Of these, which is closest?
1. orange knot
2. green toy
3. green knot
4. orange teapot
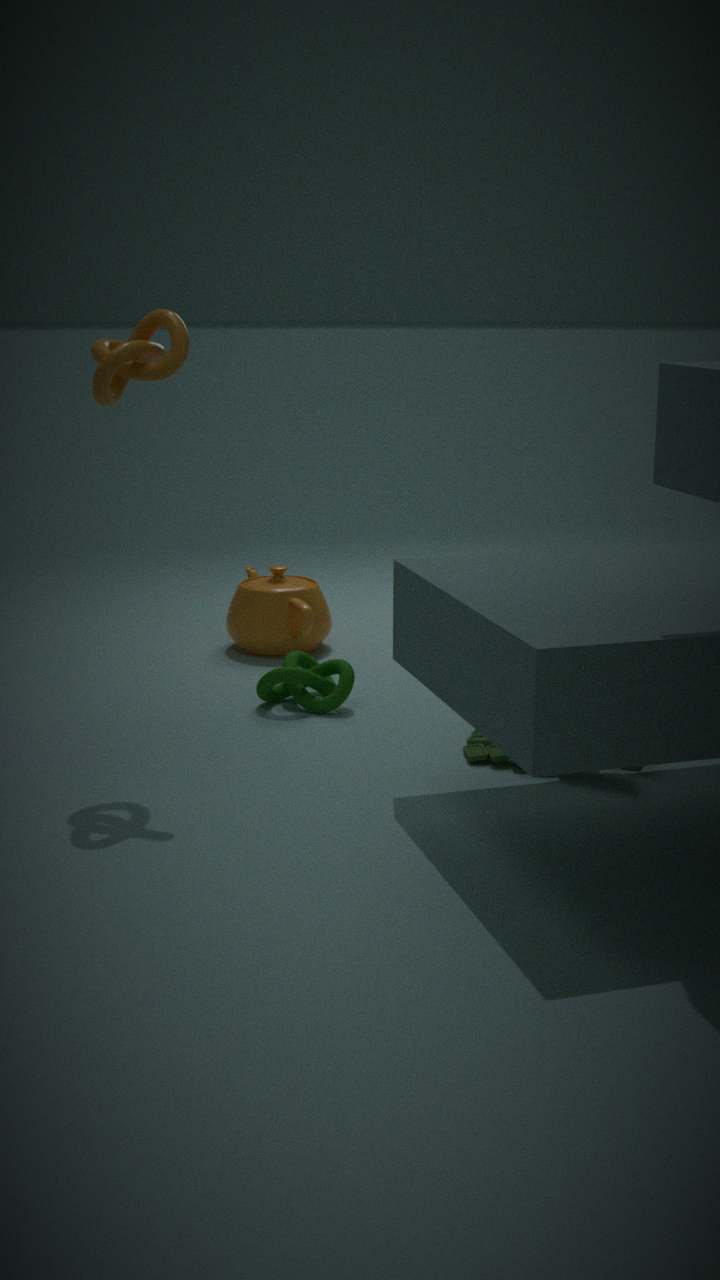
orange knot
